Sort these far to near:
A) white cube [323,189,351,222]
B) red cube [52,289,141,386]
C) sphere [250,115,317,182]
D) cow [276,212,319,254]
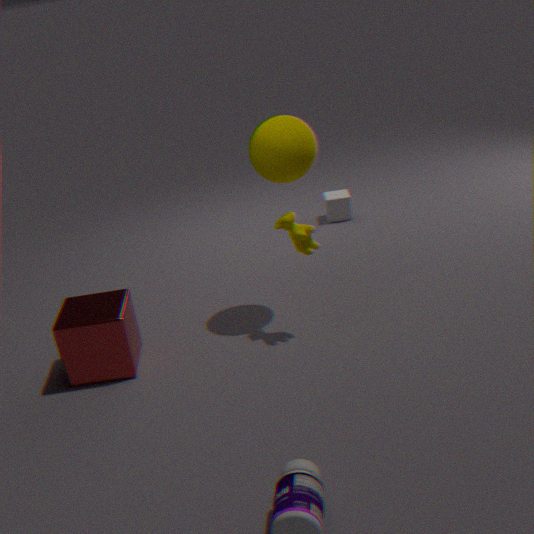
1. white cube [323,189,351,222]
2. sphere [250,115,317,182]
3. cow [276,212,319,254]
4. red cube [52,289,141,386]
